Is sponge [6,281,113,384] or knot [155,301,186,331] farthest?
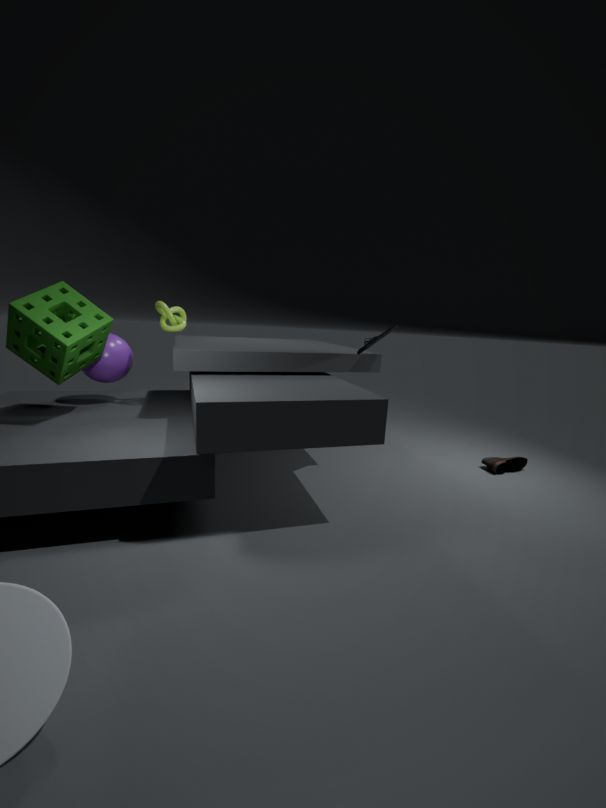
knot [155,301,186,331]
